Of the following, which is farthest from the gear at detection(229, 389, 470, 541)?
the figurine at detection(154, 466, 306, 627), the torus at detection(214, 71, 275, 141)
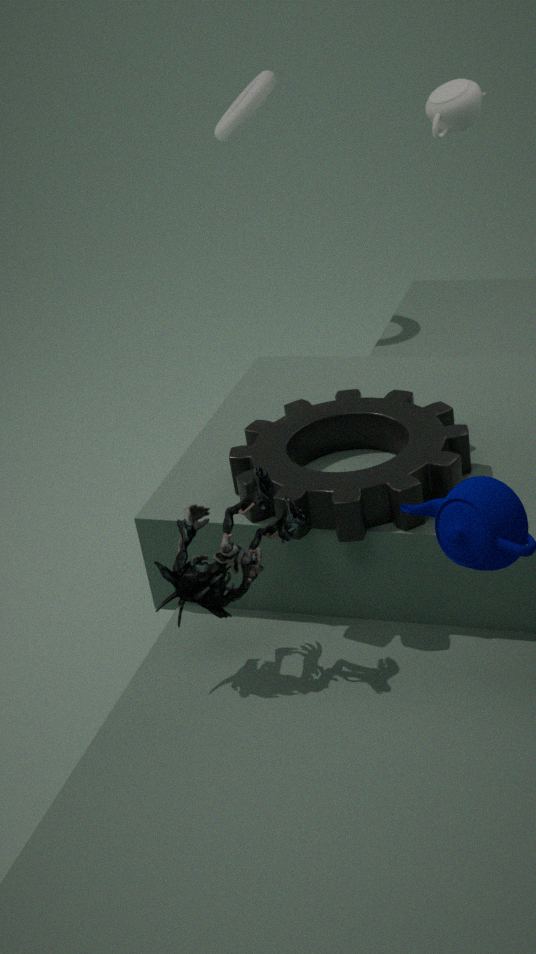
the torus at detection(214, 71, 275, 141)
